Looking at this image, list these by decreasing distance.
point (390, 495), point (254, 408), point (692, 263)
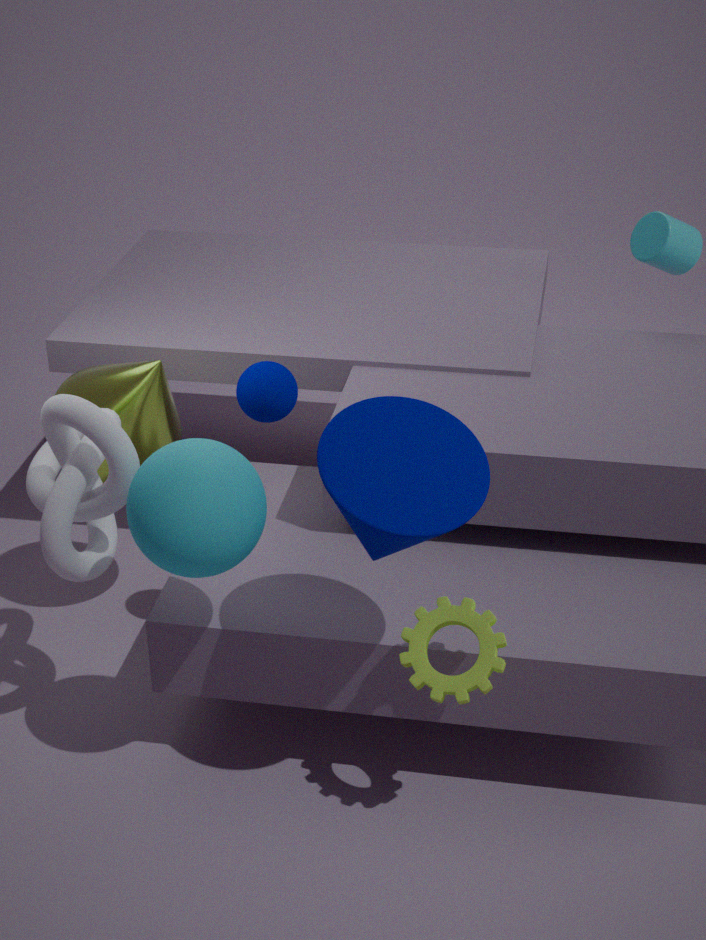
point (692, 263)
point (254, 408)
point (390, 495)
